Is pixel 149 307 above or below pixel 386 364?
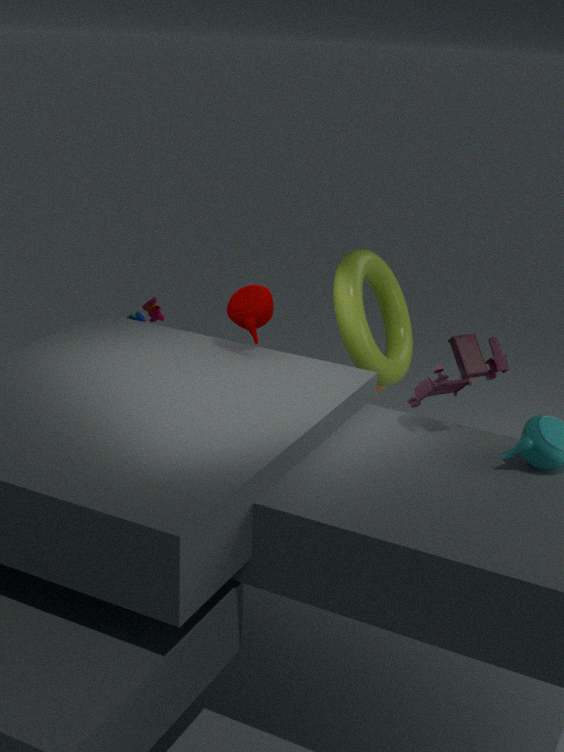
below
